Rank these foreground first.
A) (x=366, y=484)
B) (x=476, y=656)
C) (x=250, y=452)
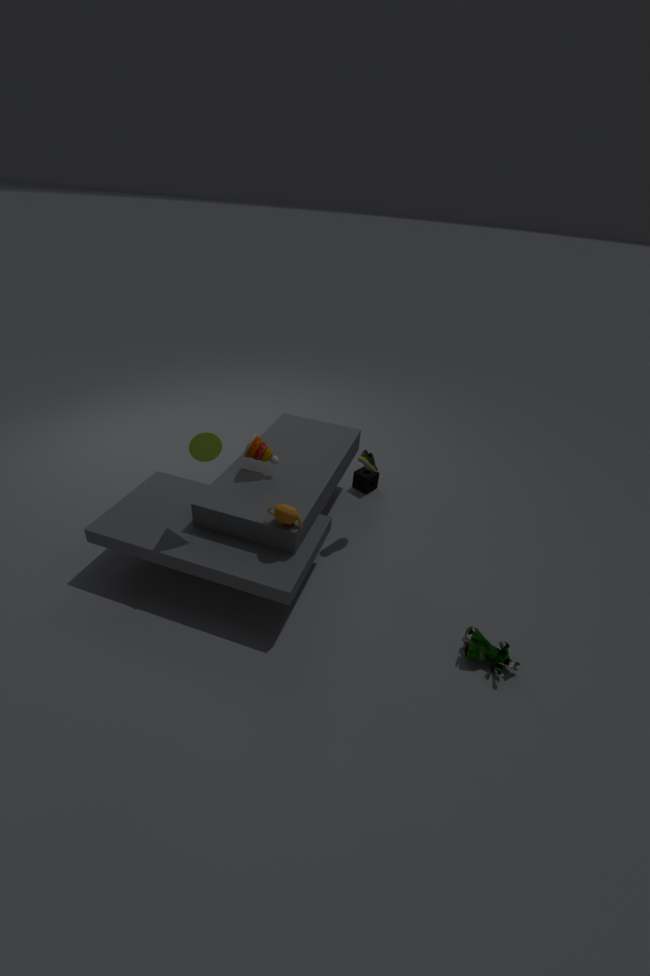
(x=476, y=656) < (x=250, y=452) < (x=366, y=484)
